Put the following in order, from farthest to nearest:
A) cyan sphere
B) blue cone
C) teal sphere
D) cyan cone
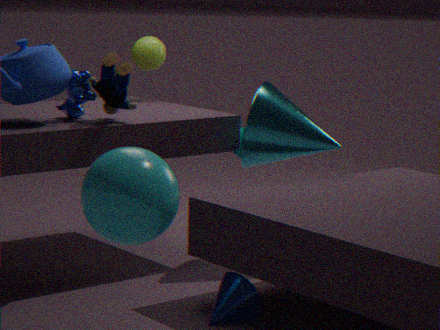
1. teal sphere
2. cyan cone
3. blue cone
4. cyan sphere
